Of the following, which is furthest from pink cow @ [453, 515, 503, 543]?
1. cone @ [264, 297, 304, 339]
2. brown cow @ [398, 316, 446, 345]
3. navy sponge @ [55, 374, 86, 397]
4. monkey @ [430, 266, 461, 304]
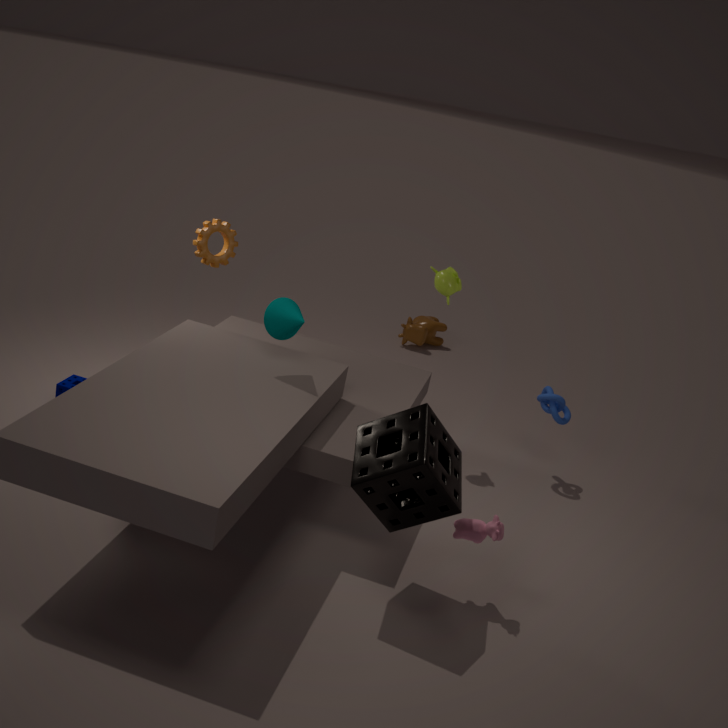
brown cow @ [398, 316, 446, 345]
